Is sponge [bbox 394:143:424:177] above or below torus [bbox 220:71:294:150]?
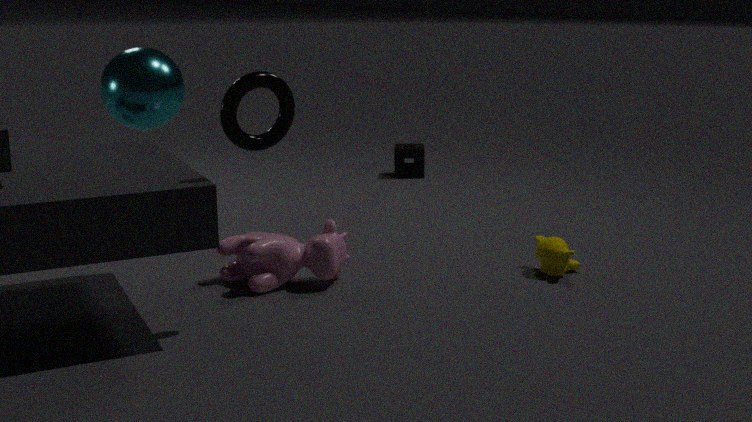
below
